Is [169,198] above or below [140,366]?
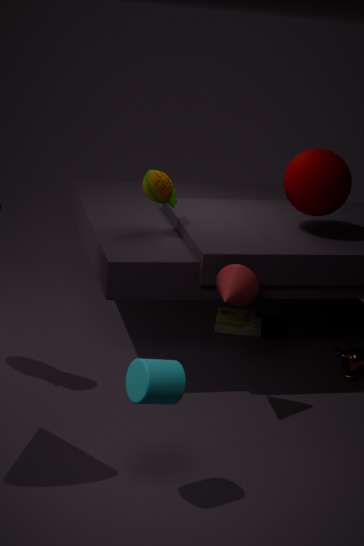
above
